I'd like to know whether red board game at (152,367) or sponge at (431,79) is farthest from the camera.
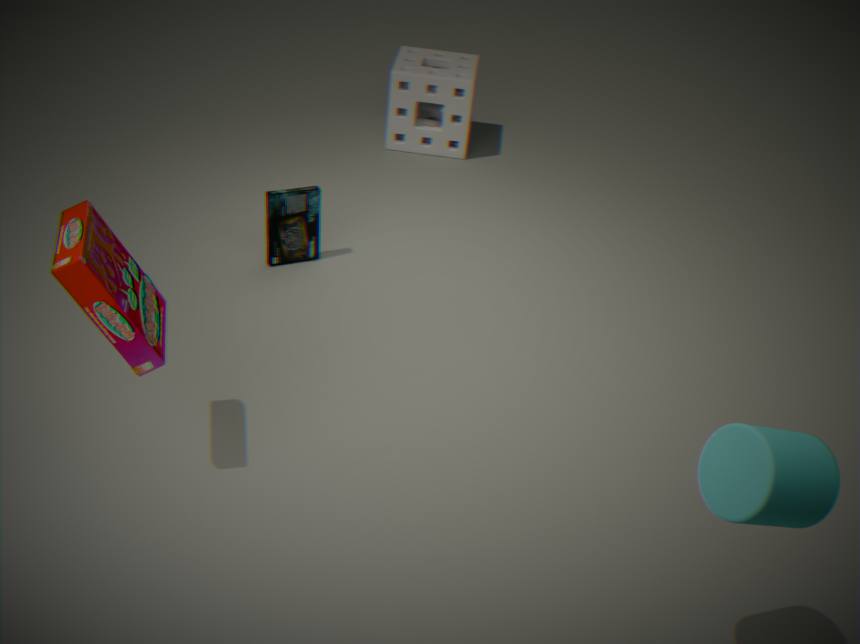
sponge at (431,79)
